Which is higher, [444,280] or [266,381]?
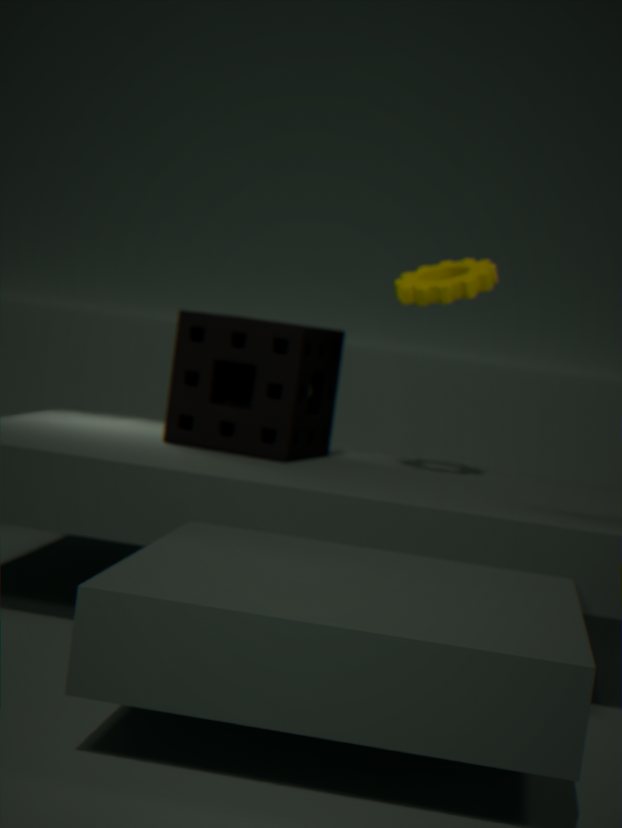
[444,280]
